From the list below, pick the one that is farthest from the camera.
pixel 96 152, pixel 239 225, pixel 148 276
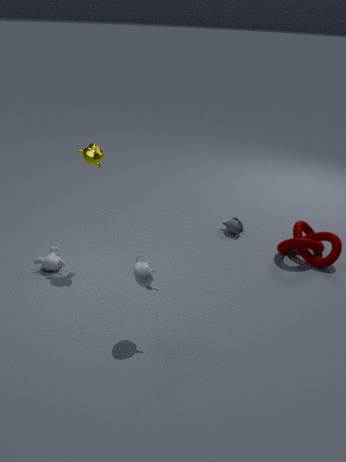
pixel 239 225
